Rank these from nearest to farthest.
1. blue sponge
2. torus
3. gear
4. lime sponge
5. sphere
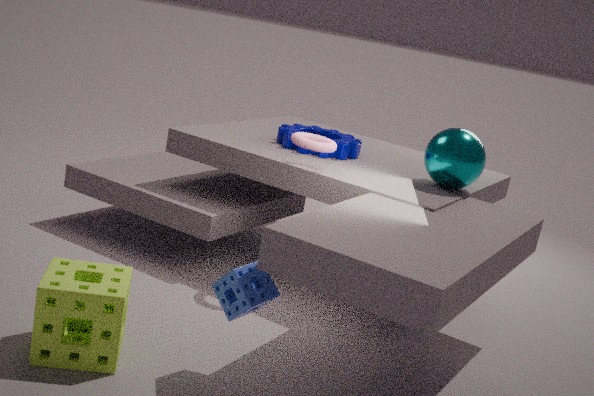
lime sponge, blue sponge, torus, sphere, gear
